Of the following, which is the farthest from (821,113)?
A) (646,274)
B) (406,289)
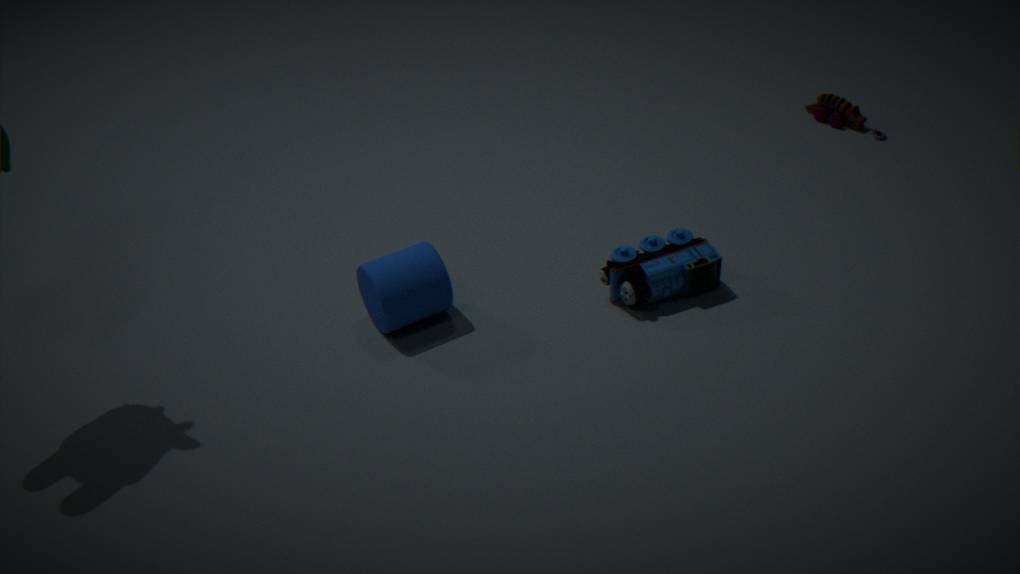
(406,289)
